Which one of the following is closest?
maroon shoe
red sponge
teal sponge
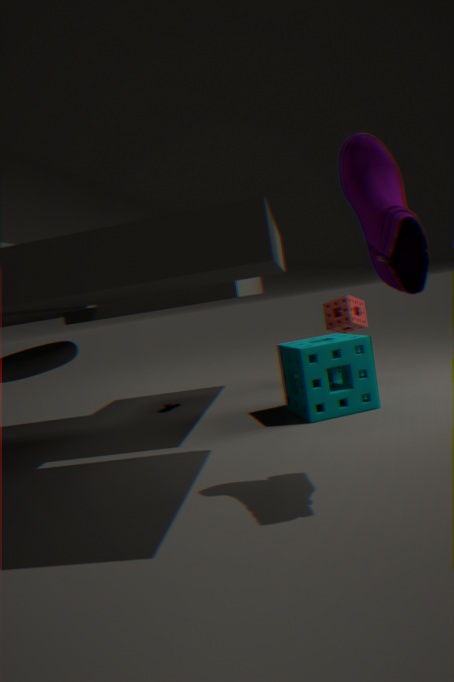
maroon shoe
